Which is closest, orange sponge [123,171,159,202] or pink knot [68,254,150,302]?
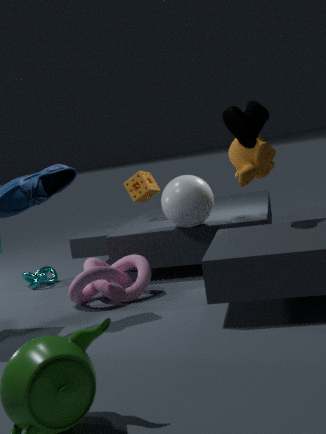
pink knot [68,254,150,302]
